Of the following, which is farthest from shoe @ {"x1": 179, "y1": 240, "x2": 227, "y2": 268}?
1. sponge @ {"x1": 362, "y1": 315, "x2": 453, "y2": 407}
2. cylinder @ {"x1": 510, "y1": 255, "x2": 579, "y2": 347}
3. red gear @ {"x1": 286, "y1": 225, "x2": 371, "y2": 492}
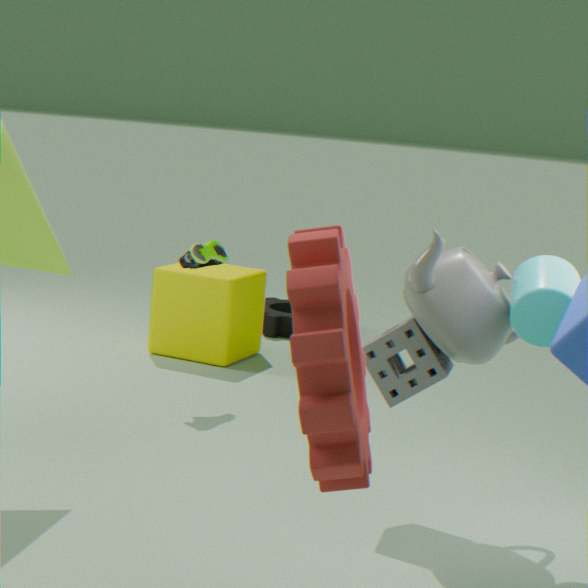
red gear @ {"x1": 286, "y1": 225, "x2": 371, "y2": 492}
